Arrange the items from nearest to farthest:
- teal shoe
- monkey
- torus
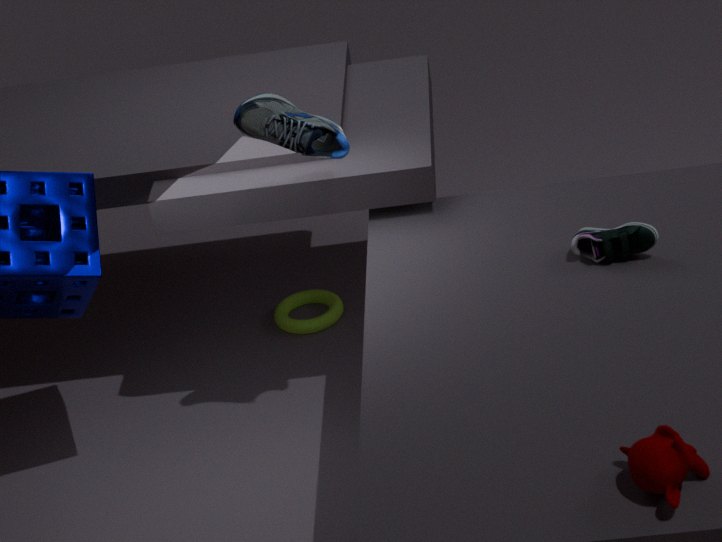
monkey → teal shoe → torus
